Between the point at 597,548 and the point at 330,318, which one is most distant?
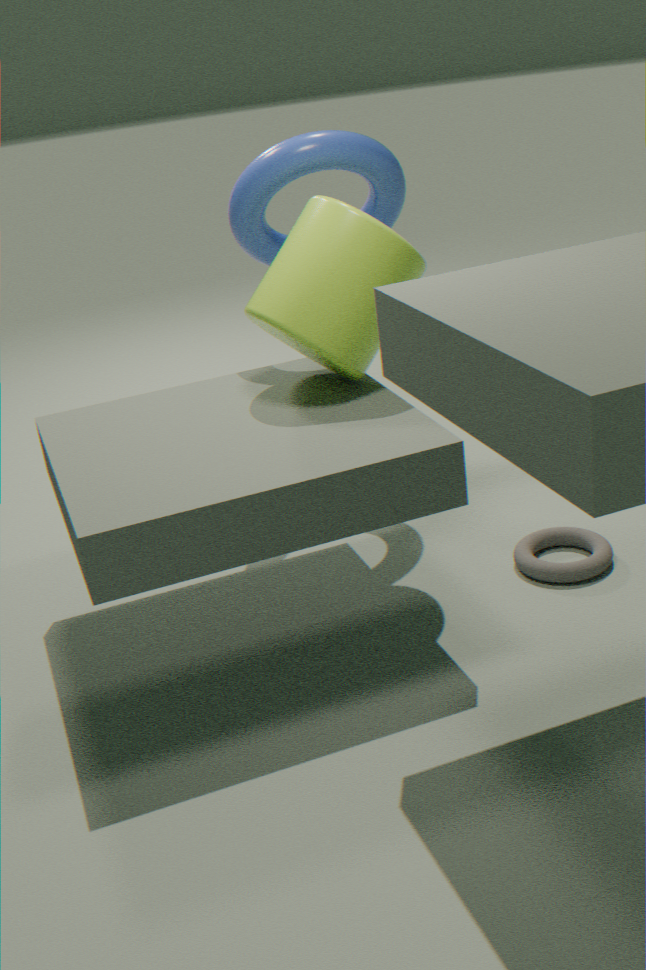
the point at 597,548
